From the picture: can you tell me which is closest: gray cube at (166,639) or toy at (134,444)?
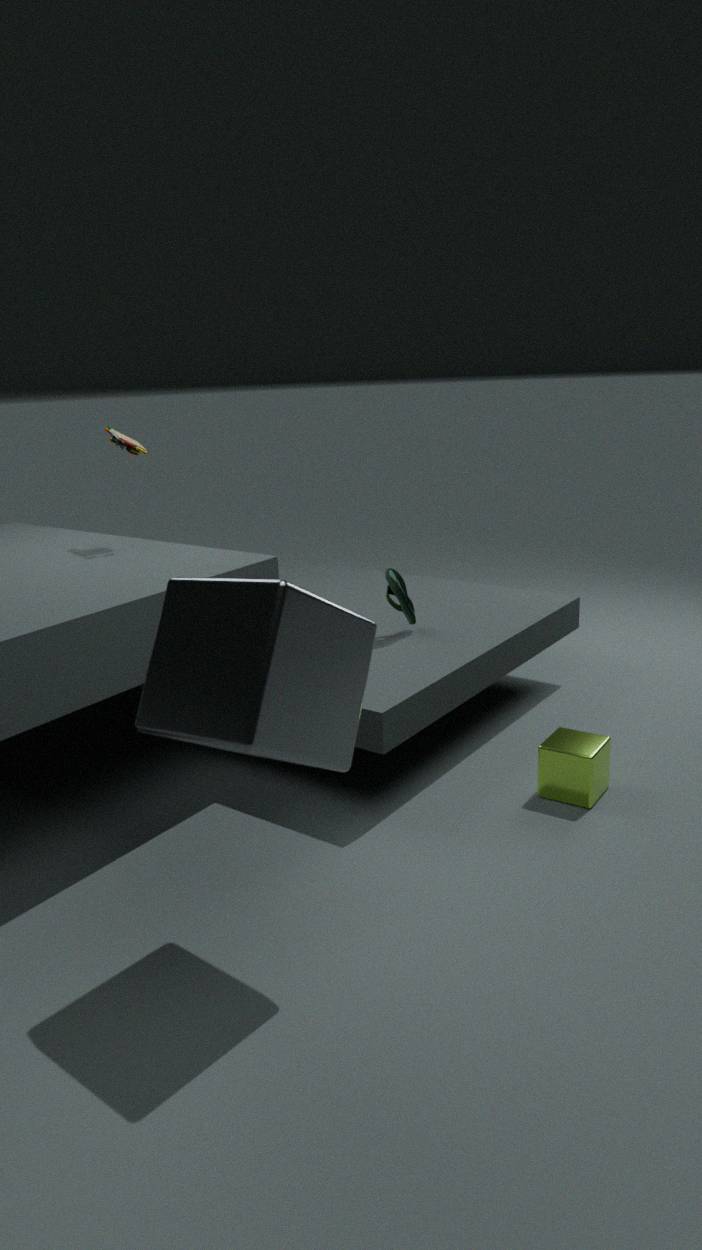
gray cube at (166,639)
